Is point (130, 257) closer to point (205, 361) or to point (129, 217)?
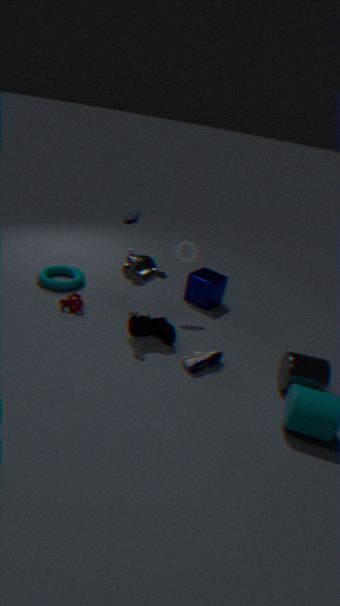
point (129, 217)
